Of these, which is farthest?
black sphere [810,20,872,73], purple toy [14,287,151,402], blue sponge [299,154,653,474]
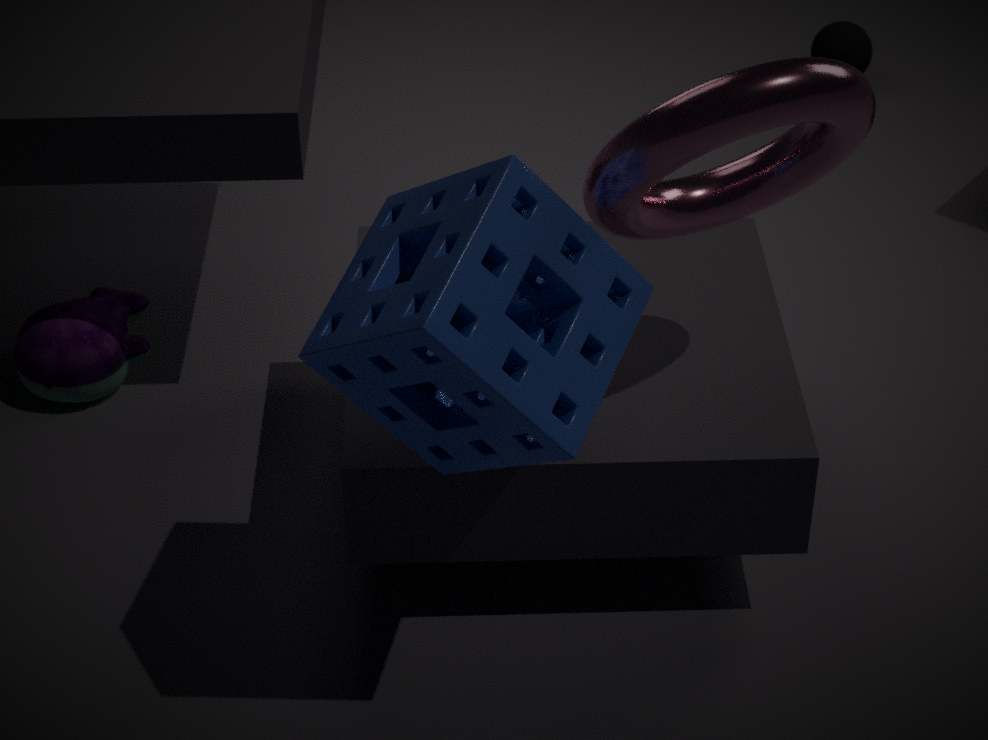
black sphere [810,20,872,73]
